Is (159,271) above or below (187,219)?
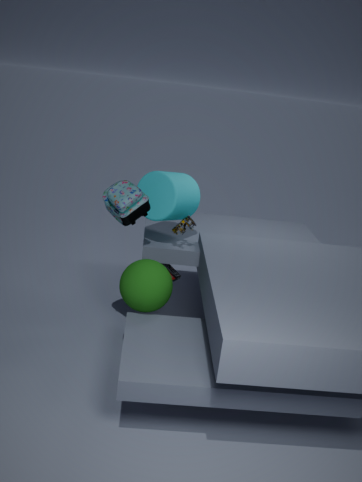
below
